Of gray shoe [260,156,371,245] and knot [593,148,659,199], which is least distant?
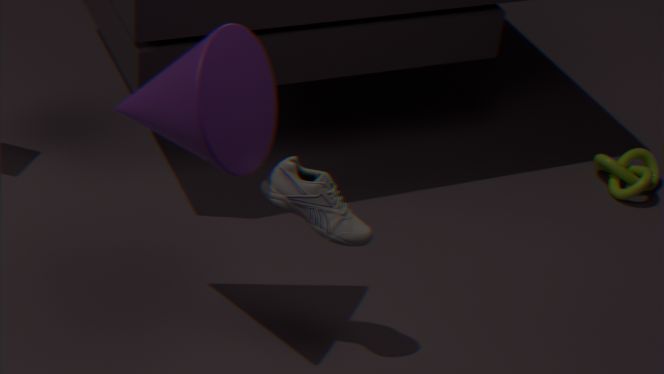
gray shoe [260,156,371,245]
